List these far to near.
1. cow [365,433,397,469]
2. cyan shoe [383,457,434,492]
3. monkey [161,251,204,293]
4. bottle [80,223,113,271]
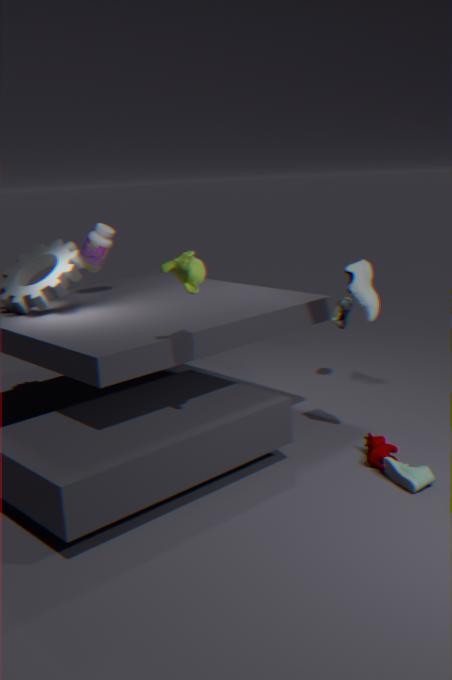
bottle [80,223,113,271]
cow [365,433,397,469]
cyan shoe [383,457,434,492]
monkey [161,251,204,293]
